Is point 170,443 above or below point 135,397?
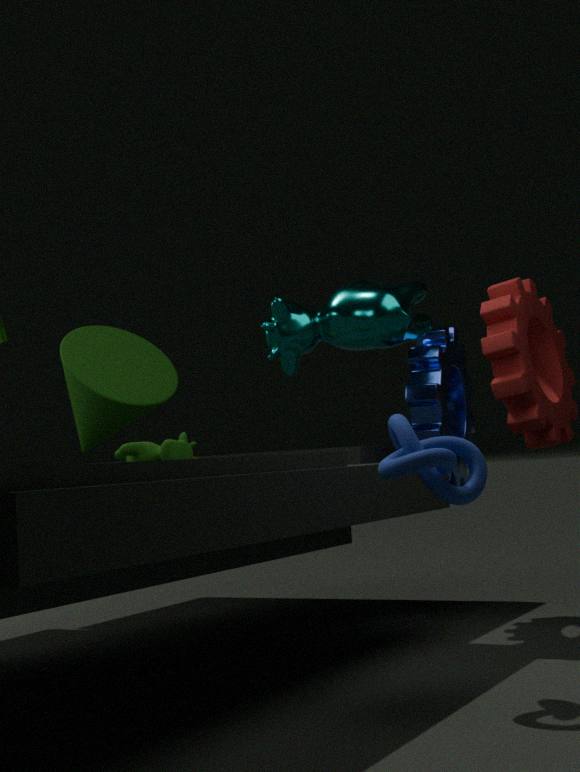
below
